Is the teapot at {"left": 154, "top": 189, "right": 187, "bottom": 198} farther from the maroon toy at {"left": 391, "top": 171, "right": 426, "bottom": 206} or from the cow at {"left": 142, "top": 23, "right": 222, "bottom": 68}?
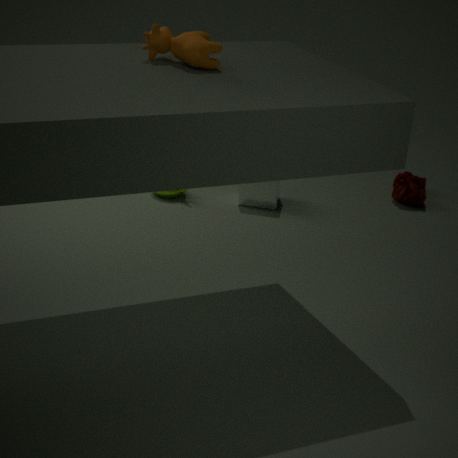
the cow at {"left": 142, "top": 23, "right": 222, "bottom": 68}
